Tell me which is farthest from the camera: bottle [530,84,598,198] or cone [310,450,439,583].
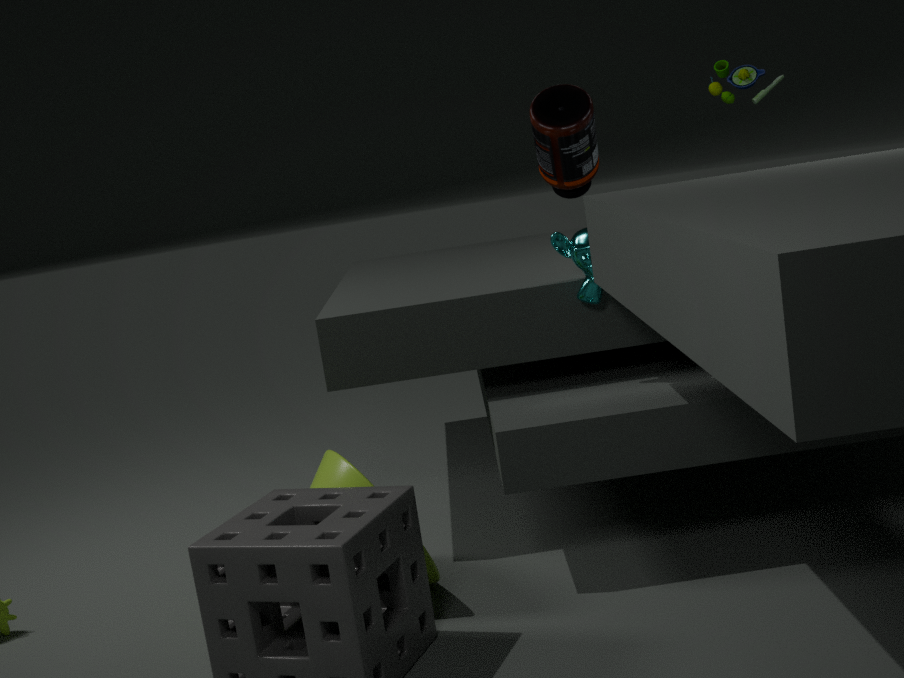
bottle [530,84,598,198]
